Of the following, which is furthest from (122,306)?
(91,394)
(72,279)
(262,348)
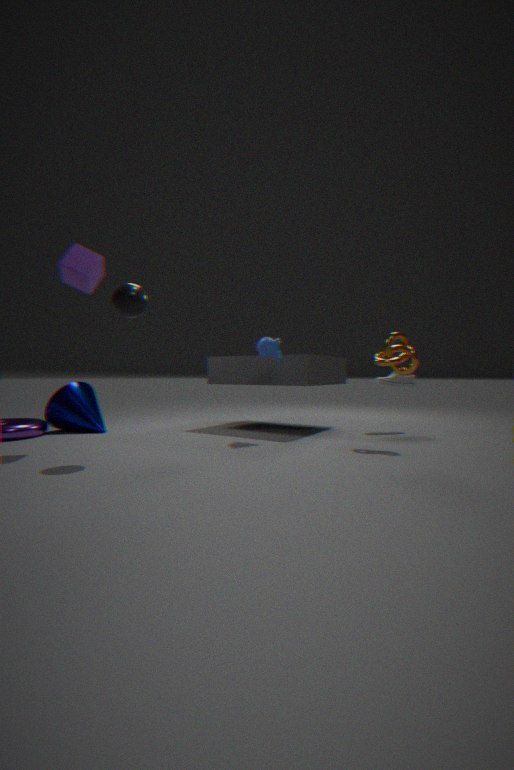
(91,394)
